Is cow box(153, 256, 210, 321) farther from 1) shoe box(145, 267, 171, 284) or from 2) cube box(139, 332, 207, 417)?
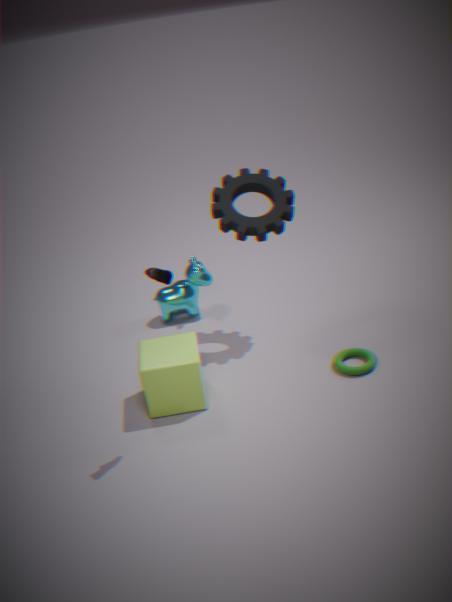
1) shoe box(145, 267, 171, 284)
